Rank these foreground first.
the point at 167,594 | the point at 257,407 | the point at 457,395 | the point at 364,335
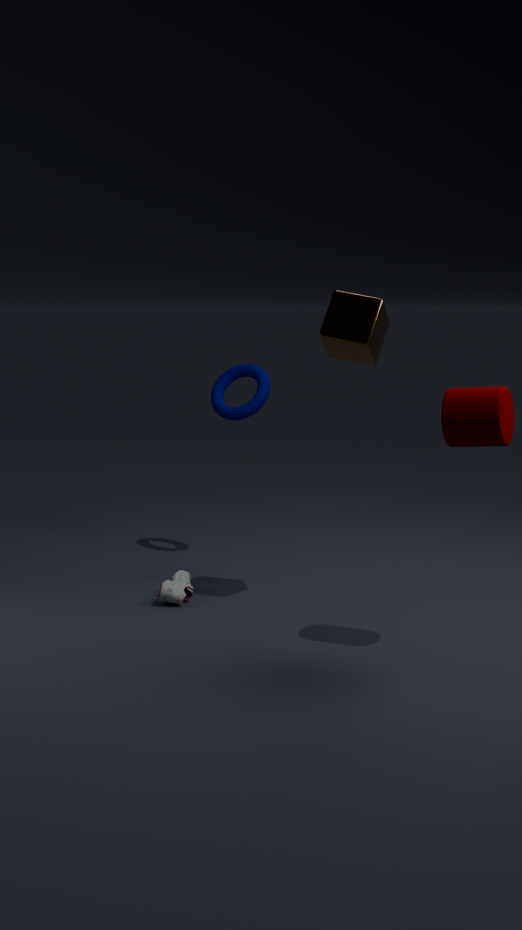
the point at 457,395 → the point at 364,335 → the point at 167,594 → the point at 257,407
